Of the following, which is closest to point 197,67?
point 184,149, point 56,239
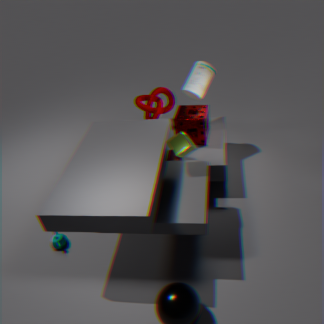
point 184,149
